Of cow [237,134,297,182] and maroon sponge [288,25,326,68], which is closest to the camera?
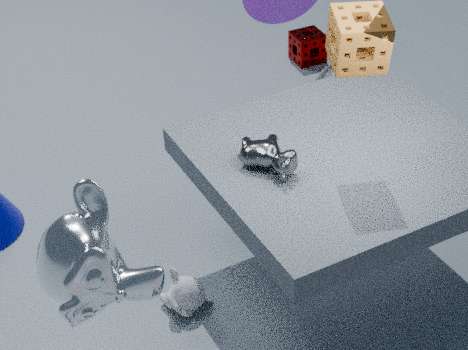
cow [237,134,297,182]
